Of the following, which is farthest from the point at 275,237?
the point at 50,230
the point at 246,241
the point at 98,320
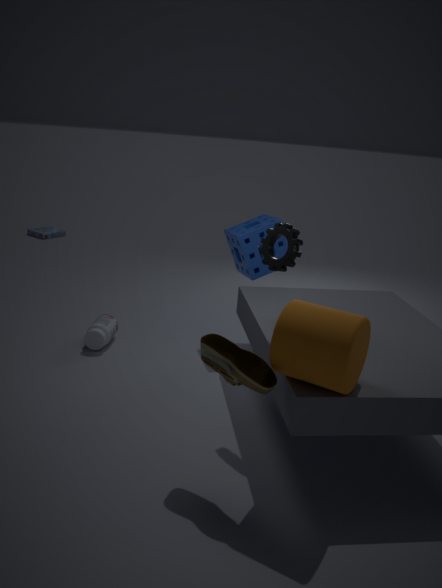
the point at 50,230
